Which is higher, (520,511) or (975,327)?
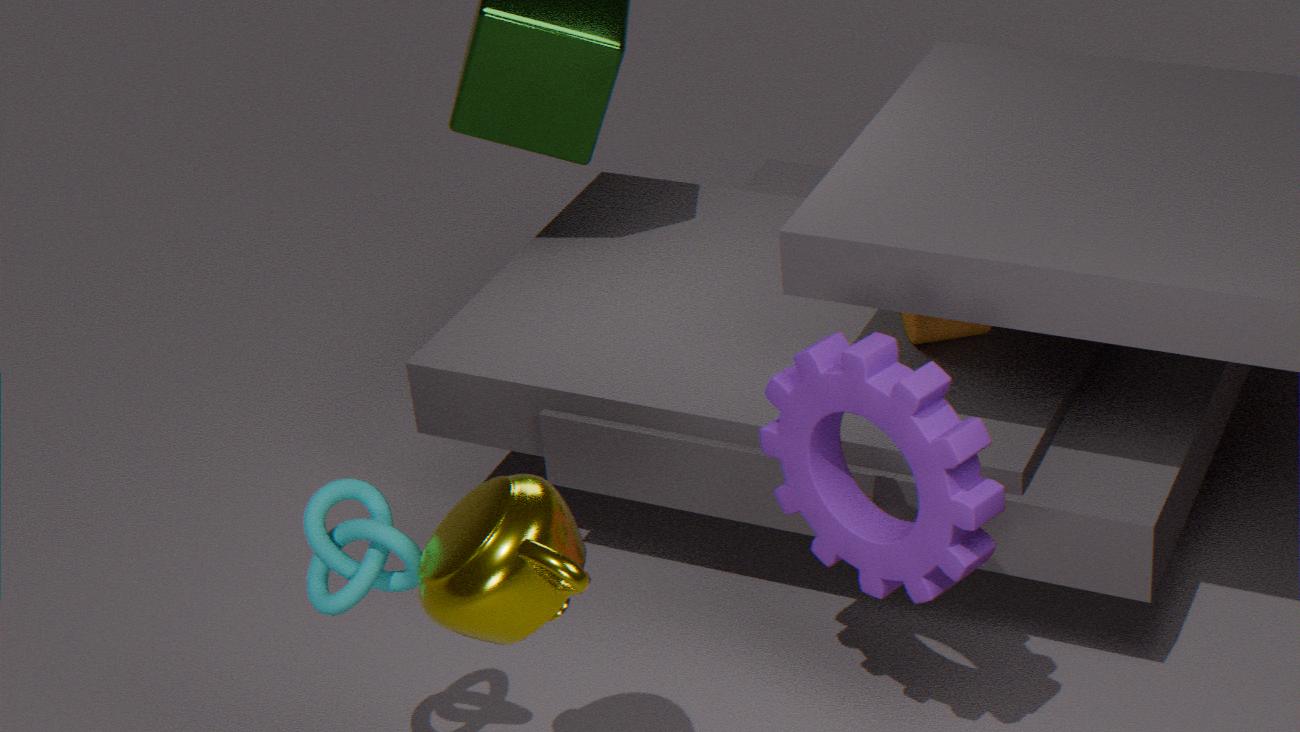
(520,511)
